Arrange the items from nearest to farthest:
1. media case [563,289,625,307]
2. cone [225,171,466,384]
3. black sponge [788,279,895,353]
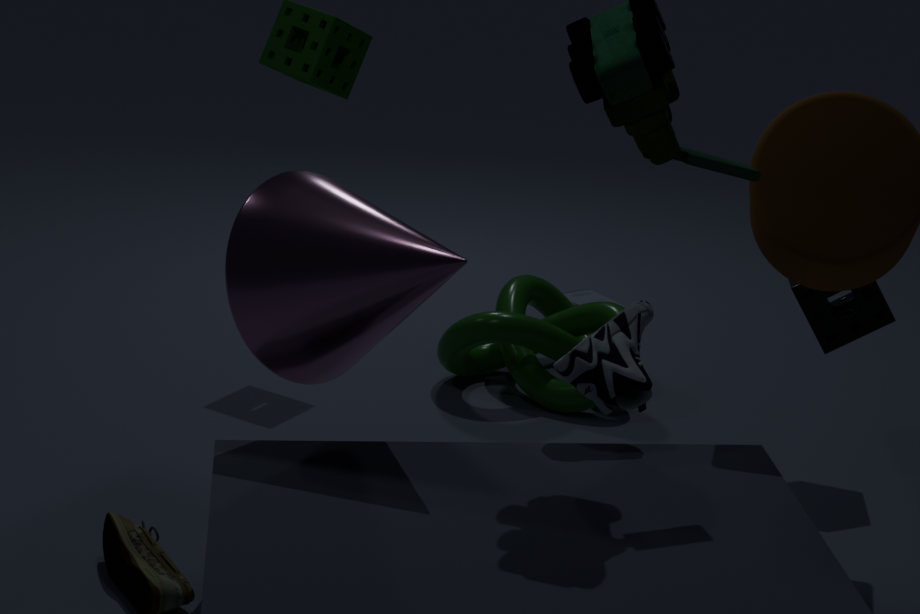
cone [225,171,466,384] → black sponge [788,279,895,353] → media case [563,289,625,307]
